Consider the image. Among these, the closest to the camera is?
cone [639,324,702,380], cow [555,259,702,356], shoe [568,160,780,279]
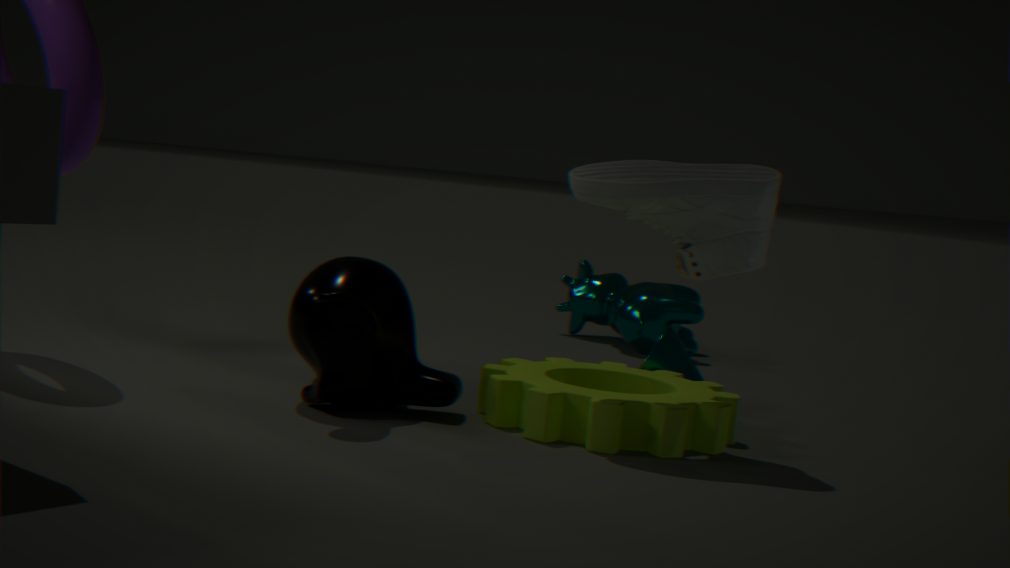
shoe [568,160,780,279]
